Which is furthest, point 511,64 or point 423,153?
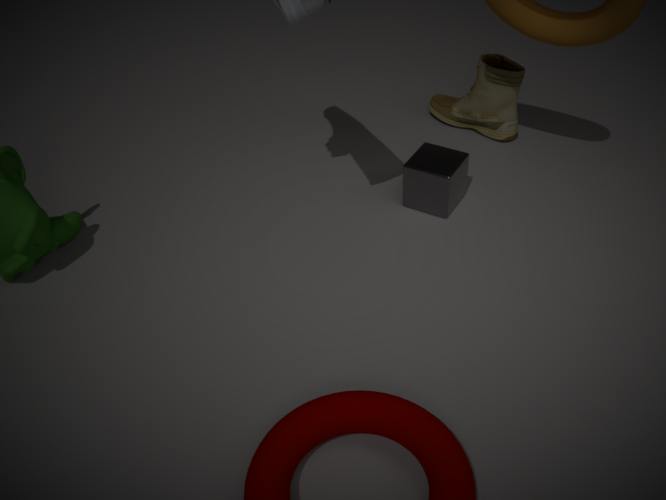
point 511,64
